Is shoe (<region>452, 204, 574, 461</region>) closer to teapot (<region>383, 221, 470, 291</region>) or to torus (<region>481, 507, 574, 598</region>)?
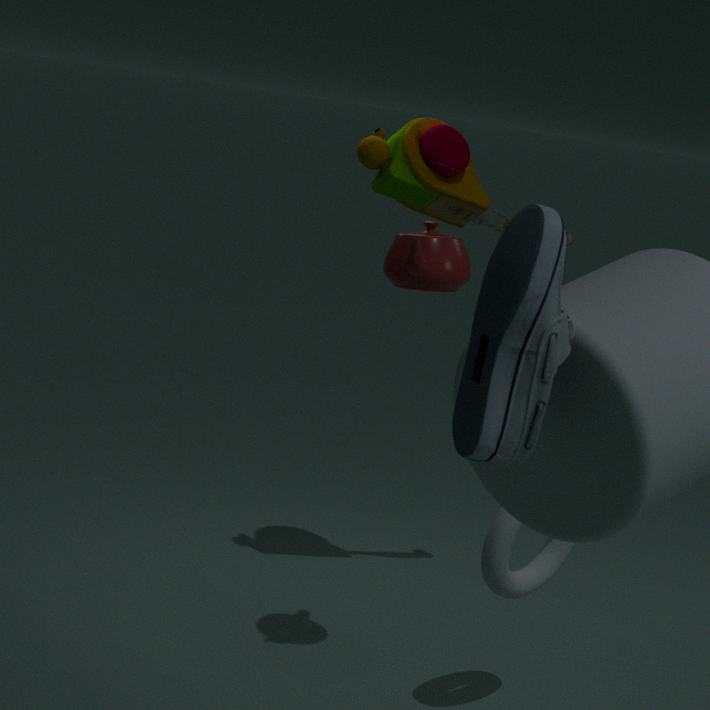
teapot (<region>383, 221, 470, 291</region>)
